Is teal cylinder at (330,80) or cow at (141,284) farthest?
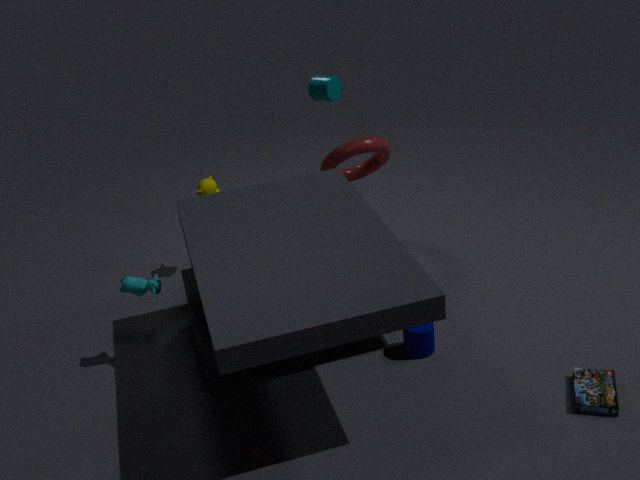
teal cylinder at (330,80)
